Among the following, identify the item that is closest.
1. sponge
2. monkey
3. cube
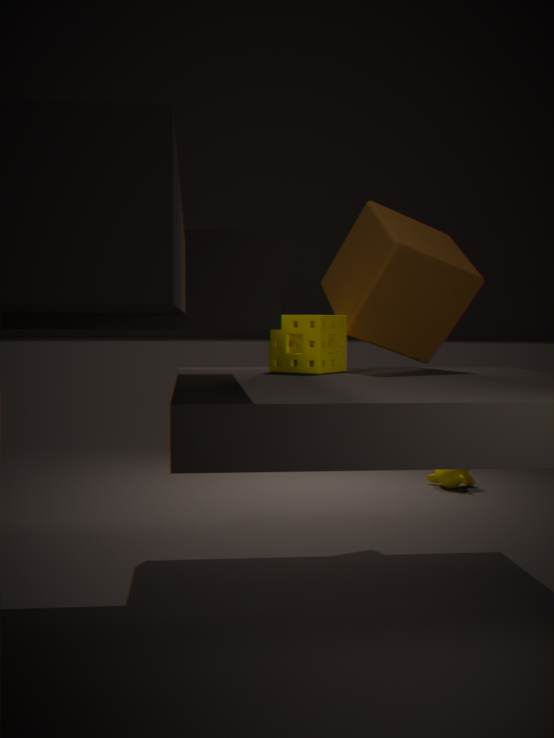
sponge
